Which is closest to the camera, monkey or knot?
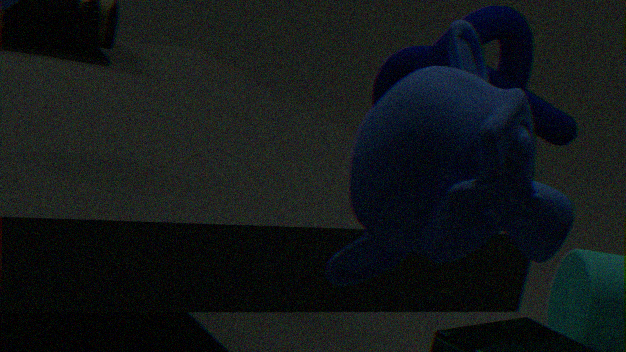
monkey
